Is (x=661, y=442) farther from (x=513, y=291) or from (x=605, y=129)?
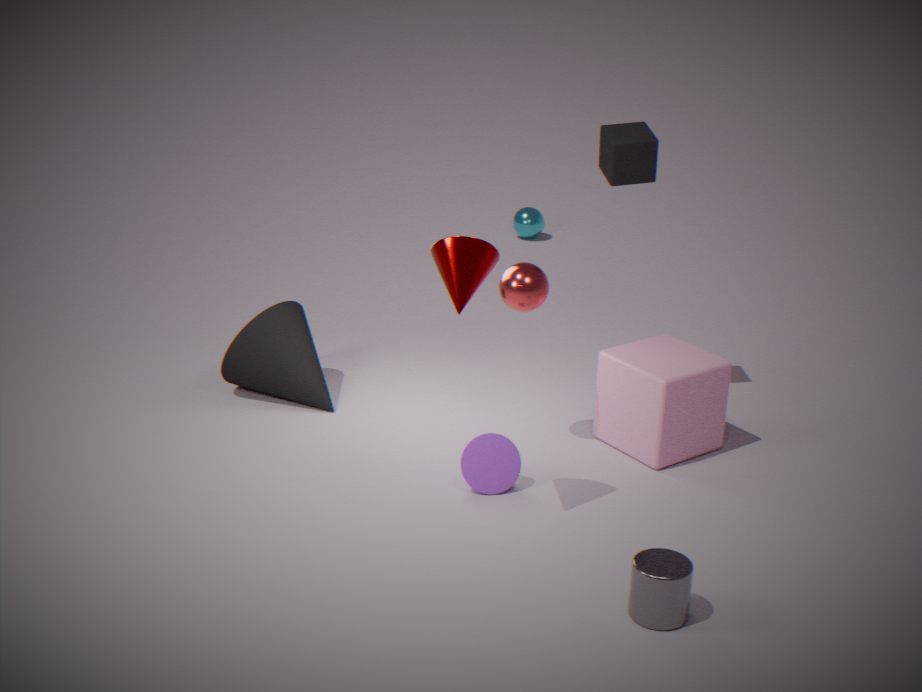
(x=605, y=129)
